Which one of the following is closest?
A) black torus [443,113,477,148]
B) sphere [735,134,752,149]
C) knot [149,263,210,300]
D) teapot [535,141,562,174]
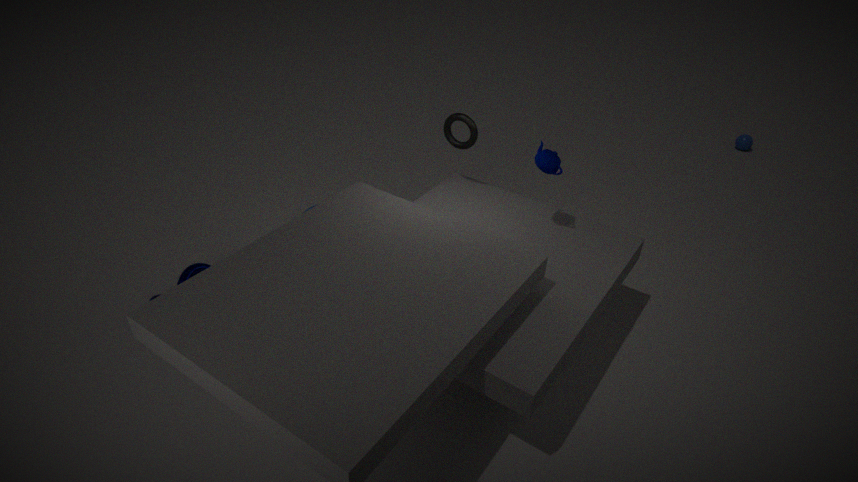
teapot [535,141,562,174]
